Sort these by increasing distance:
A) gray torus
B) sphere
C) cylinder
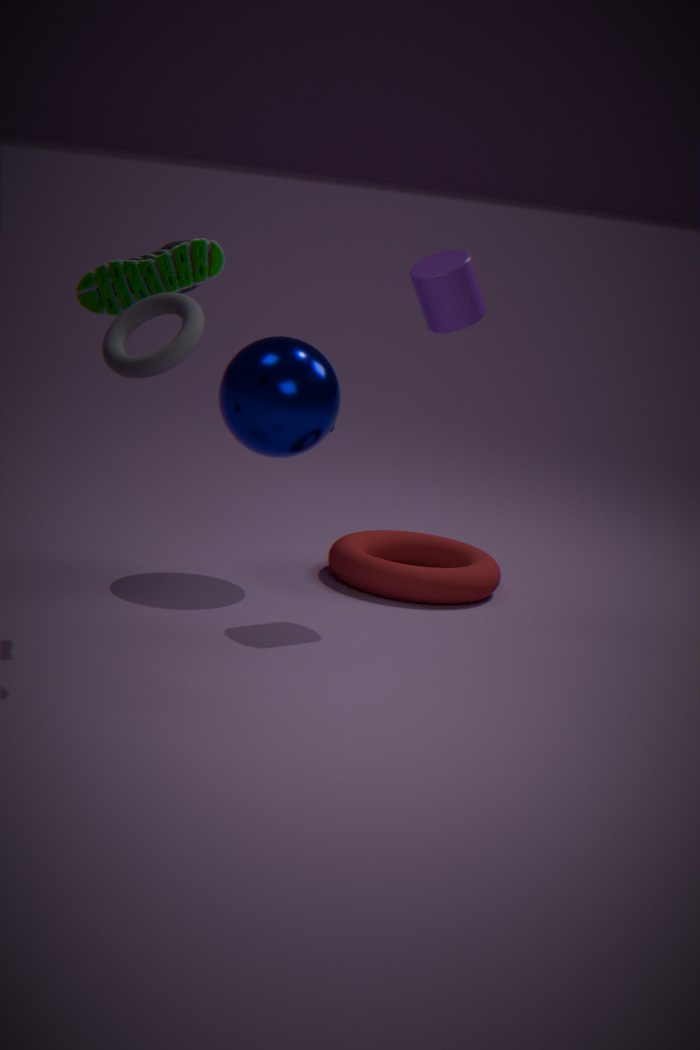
gray torus → cylinder → sphere
